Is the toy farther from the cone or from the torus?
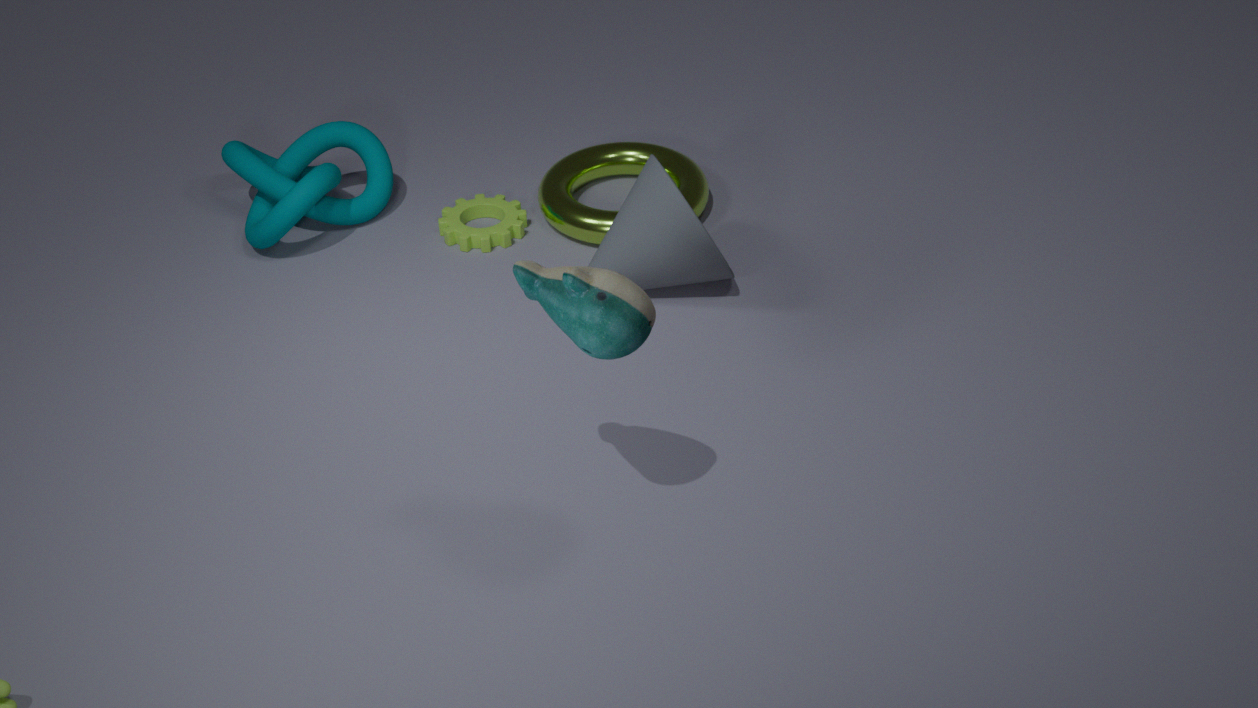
the torus
